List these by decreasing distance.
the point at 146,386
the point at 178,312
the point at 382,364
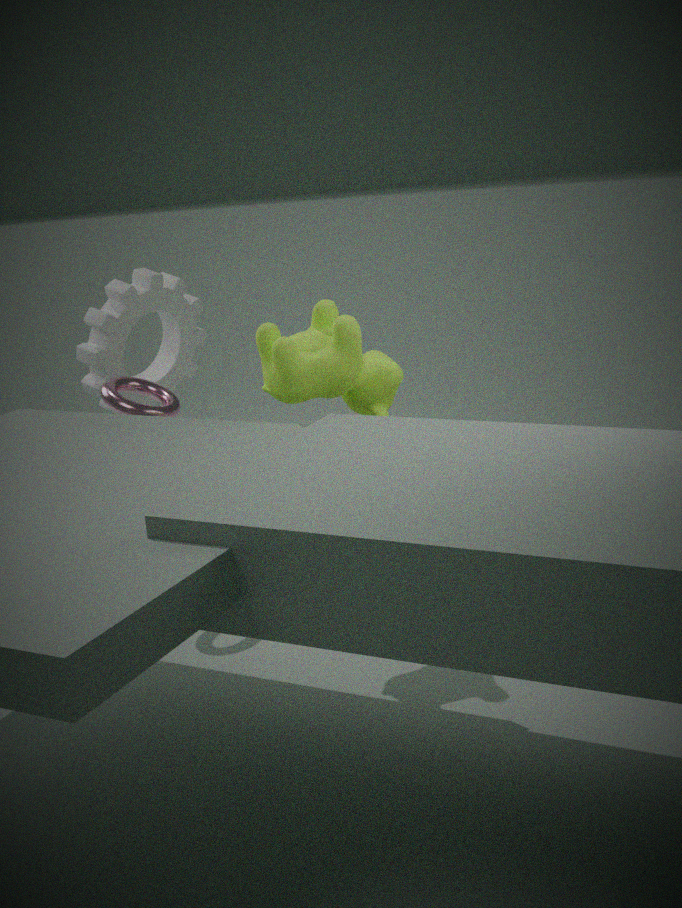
the point at 178,312, the point at 146,386, the point at 382,364
